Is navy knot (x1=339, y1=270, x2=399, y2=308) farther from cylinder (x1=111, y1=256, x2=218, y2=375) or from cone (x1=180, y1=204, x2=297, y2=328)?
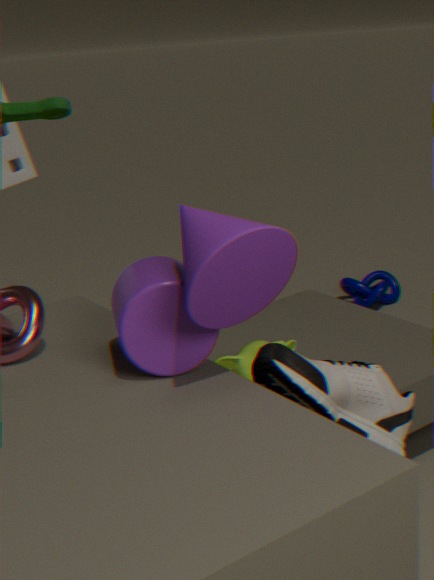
cone (x1=180, y1=204, x2=297, y2=328)
